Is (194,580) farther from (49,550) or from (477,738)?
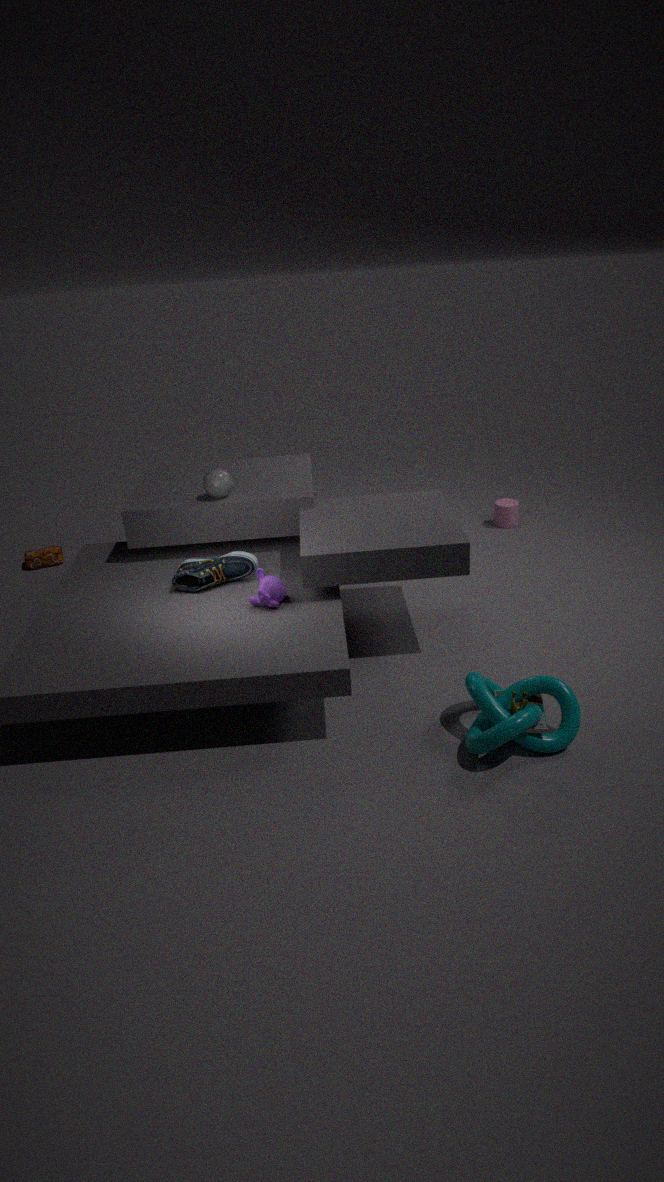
(49,550)
